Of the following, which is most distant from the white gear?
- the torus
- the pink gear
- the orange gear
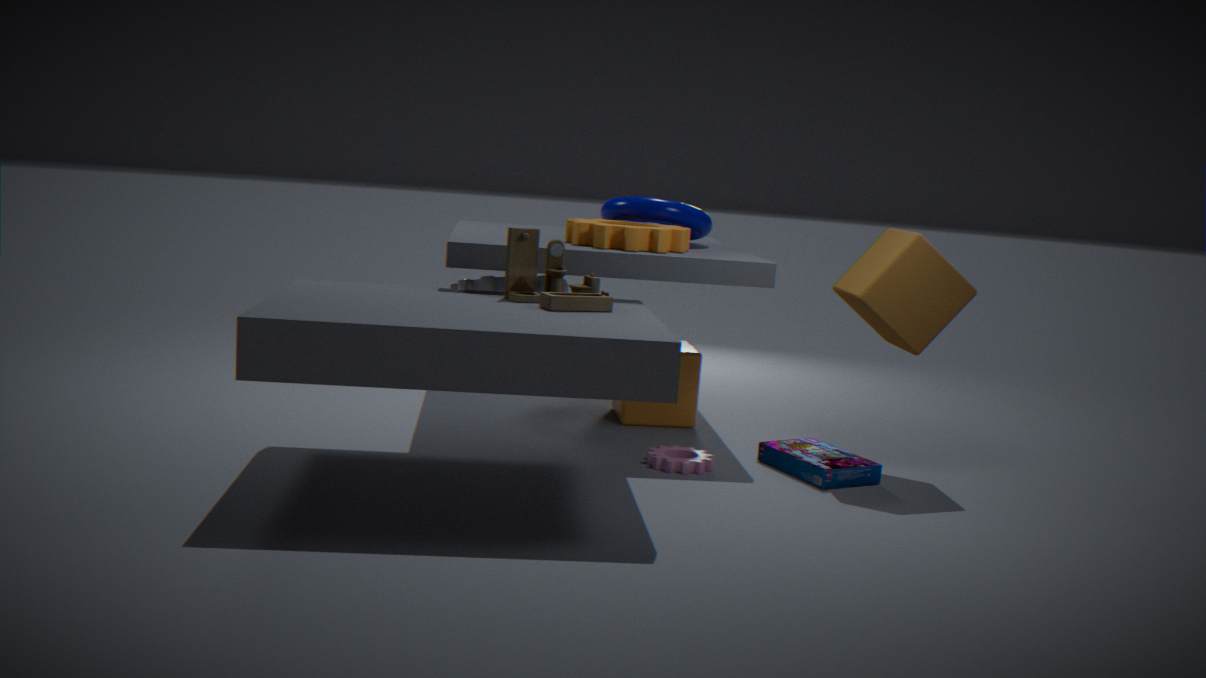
the pink gear
